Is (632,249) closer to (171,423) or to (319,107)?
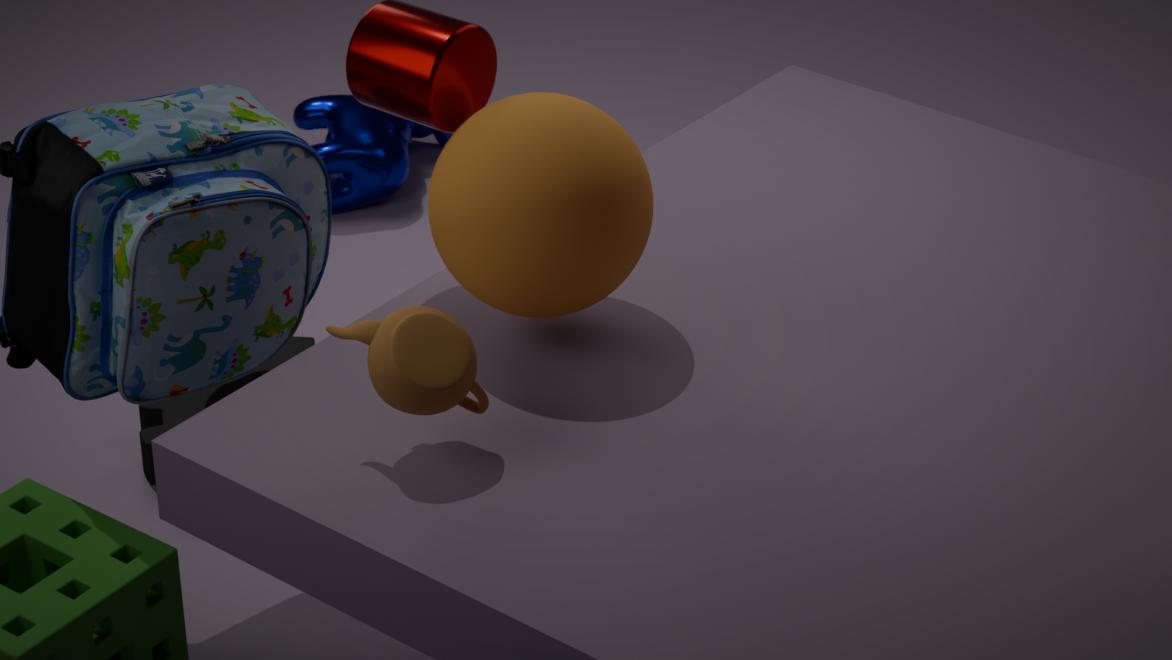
(171,423)
